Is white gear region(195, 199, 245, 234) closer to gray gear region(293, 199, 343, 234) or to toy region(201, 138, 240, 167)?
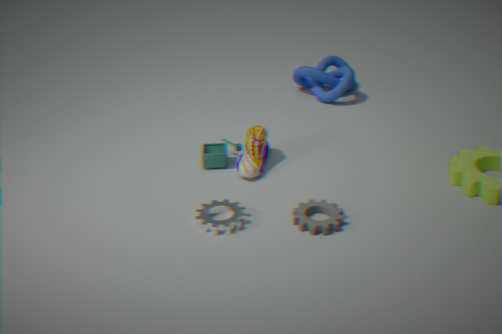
gray gear region(293, 199, 343, 234)
